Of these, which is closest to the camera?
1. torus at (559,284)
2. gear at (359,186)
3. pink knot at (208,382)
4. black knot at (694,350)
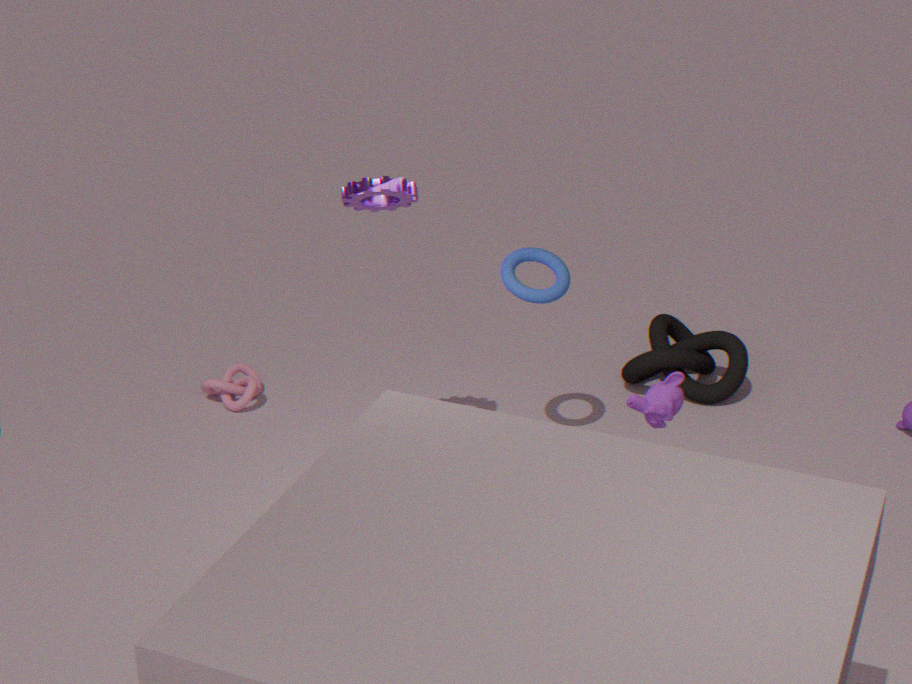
gear at (359,186)
